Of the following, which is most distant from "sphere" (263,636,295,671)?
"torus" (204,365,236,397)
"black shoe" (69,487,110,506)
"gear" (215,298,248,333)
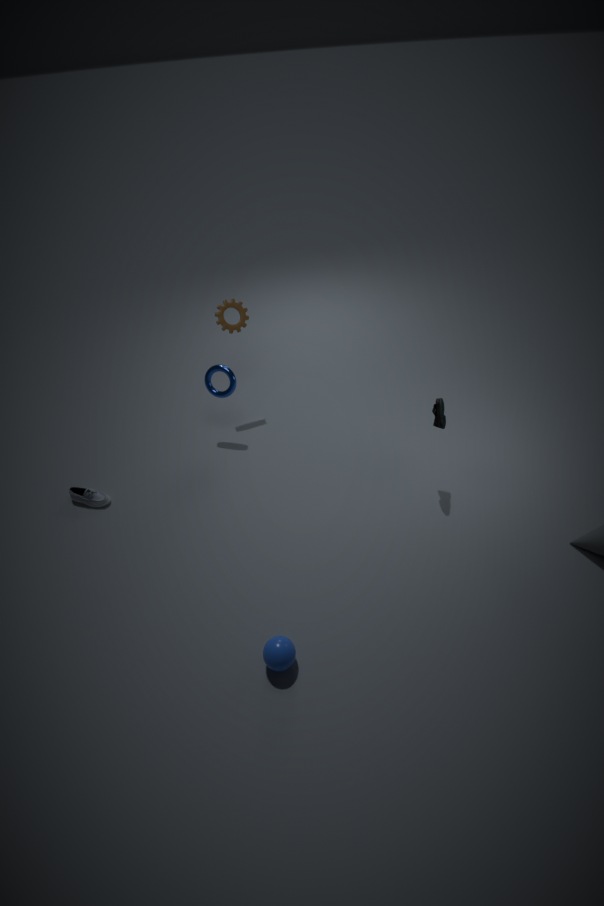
"gear" (215,298,248,333)
